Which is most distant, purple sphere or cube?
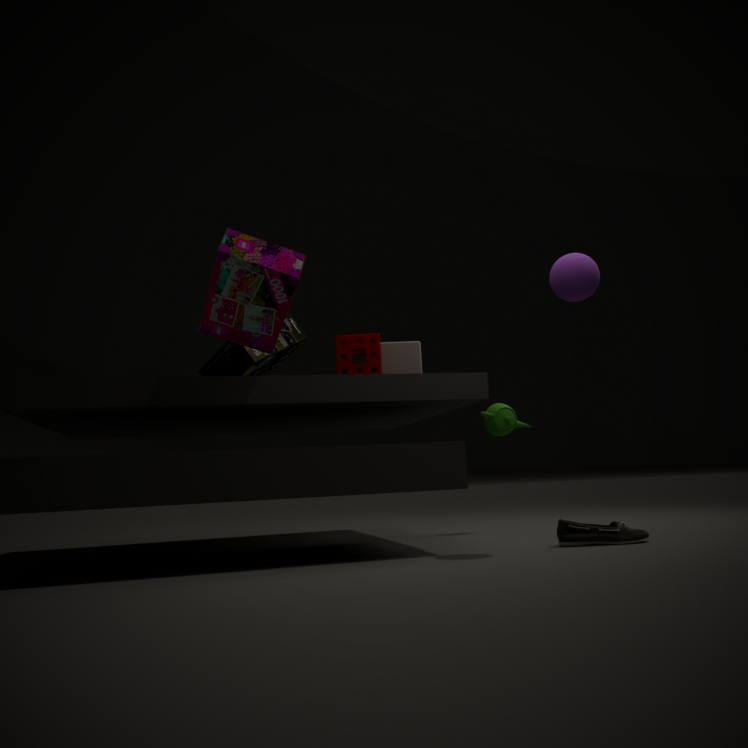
cube
